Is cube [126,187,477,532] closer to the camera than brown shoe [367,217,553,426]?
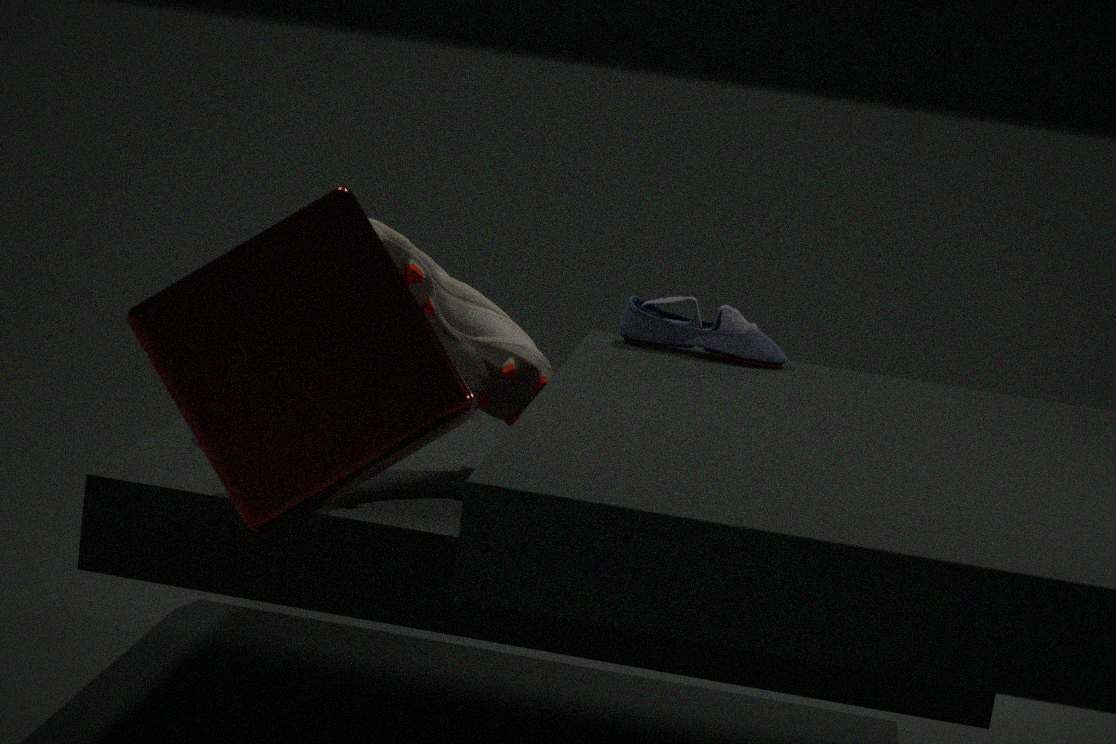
Yes
